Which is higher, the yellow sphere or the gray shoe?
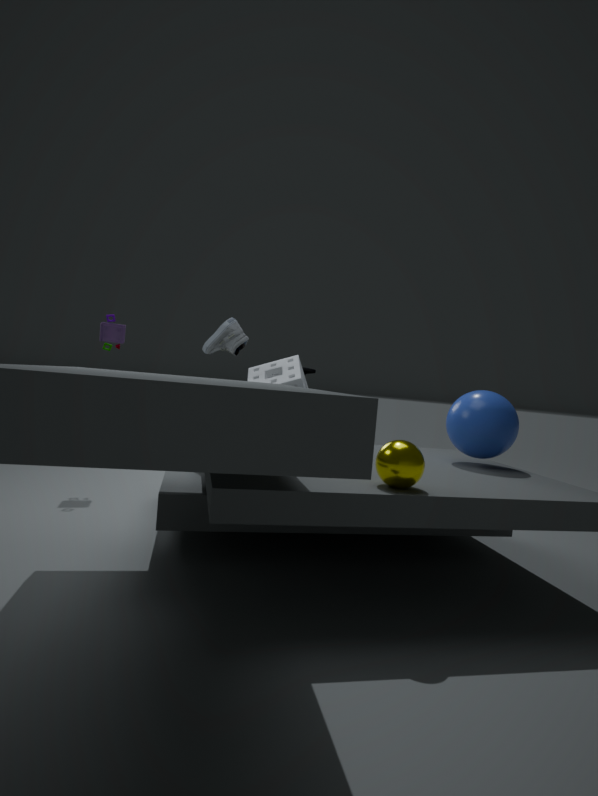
the gray shoe
